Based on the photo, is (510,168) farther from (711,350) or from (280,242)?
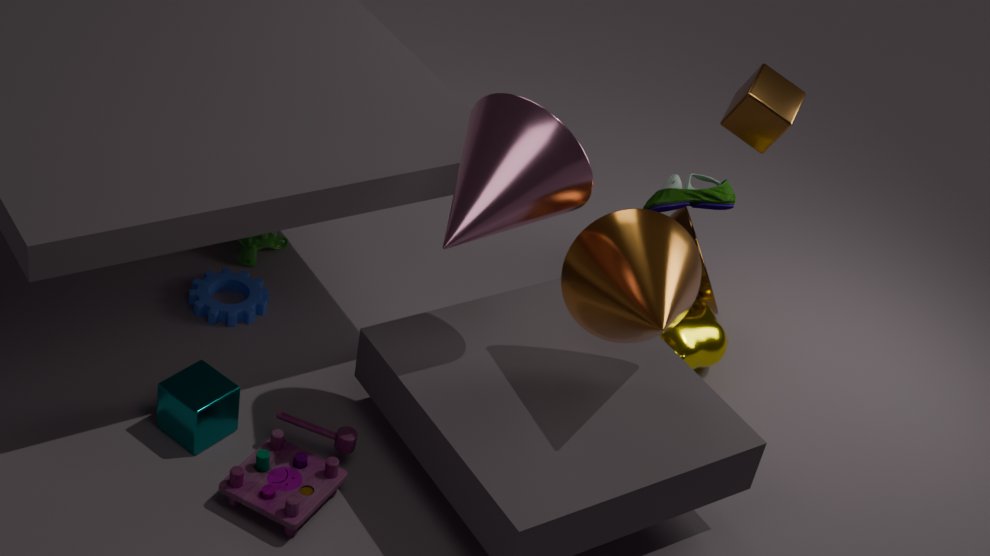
(280,242)
